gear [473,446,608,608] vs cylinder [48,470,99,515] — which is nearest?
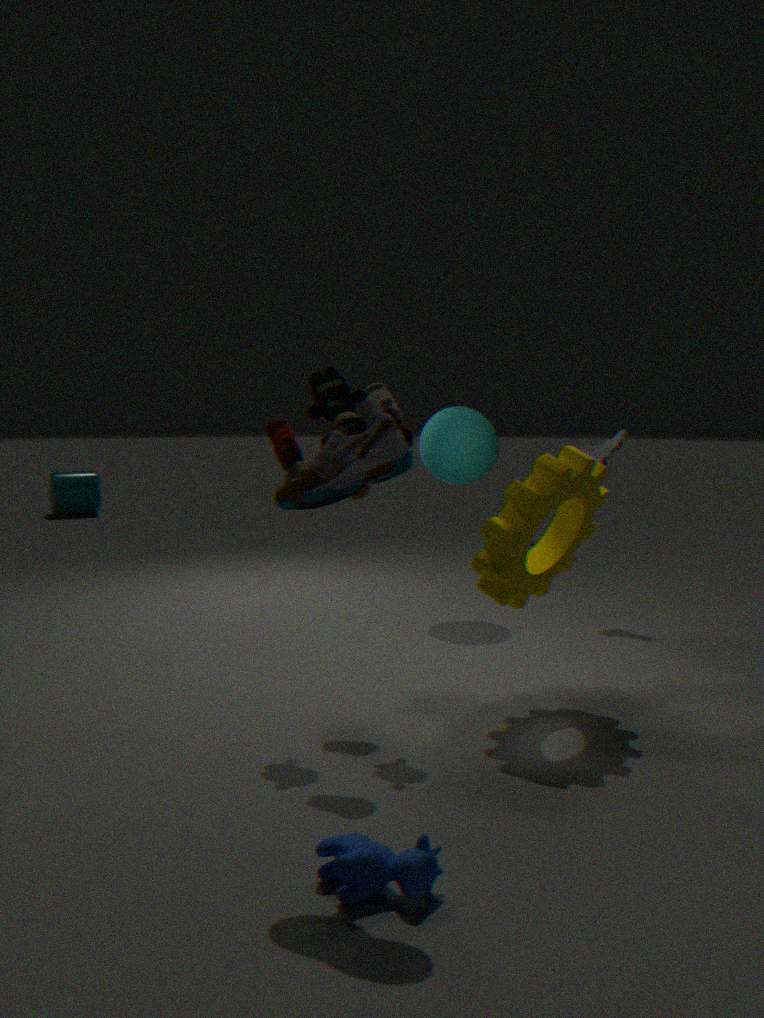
gear [473,446,608,608]
